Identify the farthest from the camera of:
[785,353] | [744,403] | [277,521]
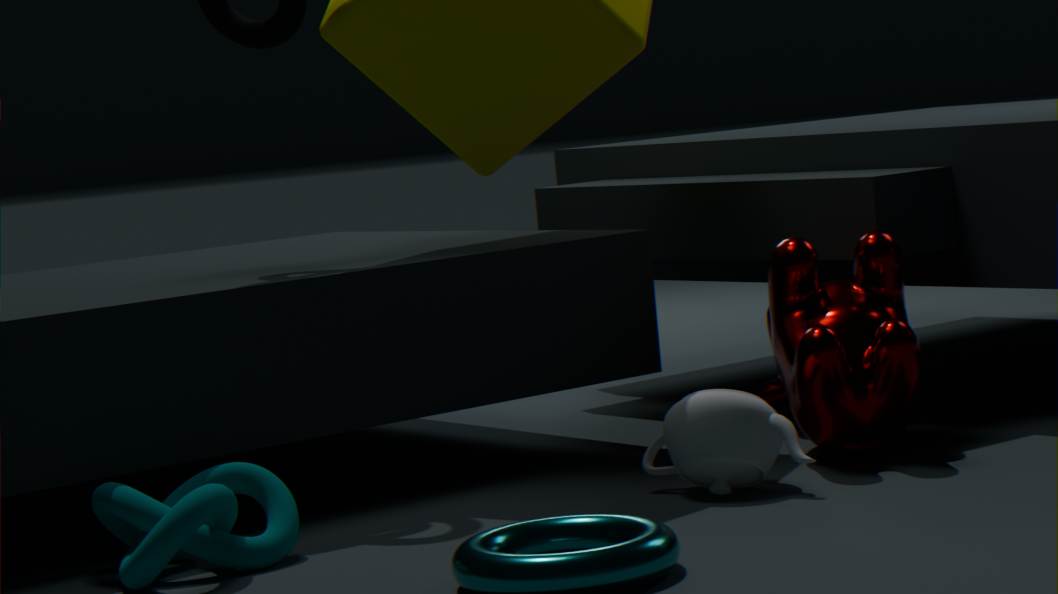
[785,353]
